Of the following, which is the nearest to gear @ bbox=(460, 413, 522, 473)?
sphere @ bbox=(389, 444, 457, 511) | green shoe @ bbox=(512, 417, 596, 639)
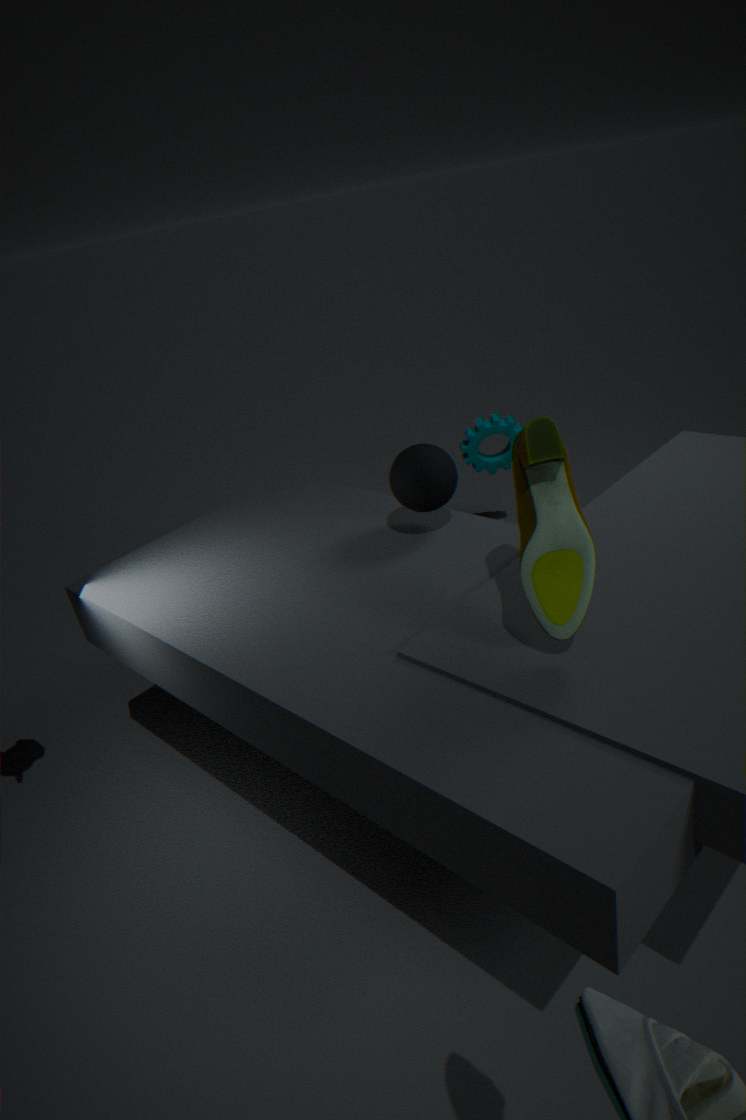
sphere @ bbox=(389, 444, 457, 511)
